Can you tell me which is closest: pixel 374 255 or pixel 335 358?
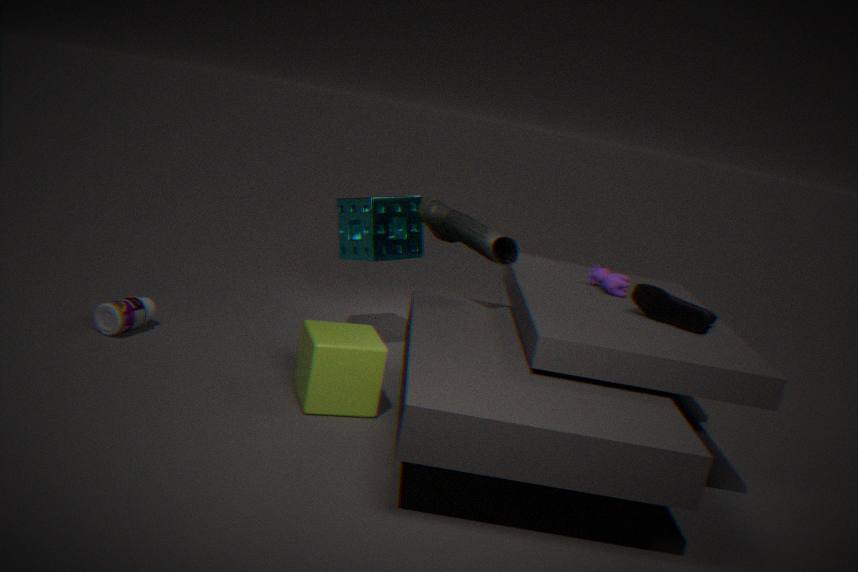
pixel 335 358
